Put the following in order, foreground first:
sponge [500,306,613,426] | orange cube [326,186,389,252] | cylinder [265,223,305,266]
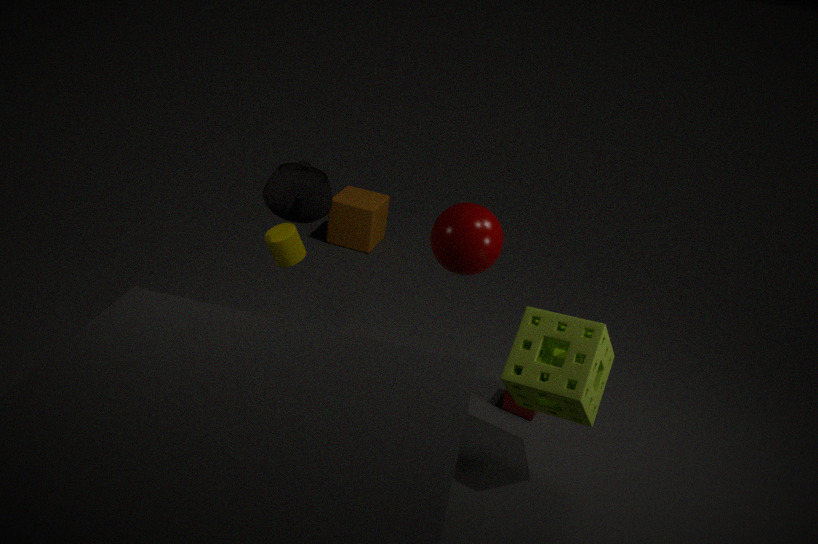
sponge [500,306,613,426] → cylinder [265,223,305,266] → orange cube [326,186,389,252]
